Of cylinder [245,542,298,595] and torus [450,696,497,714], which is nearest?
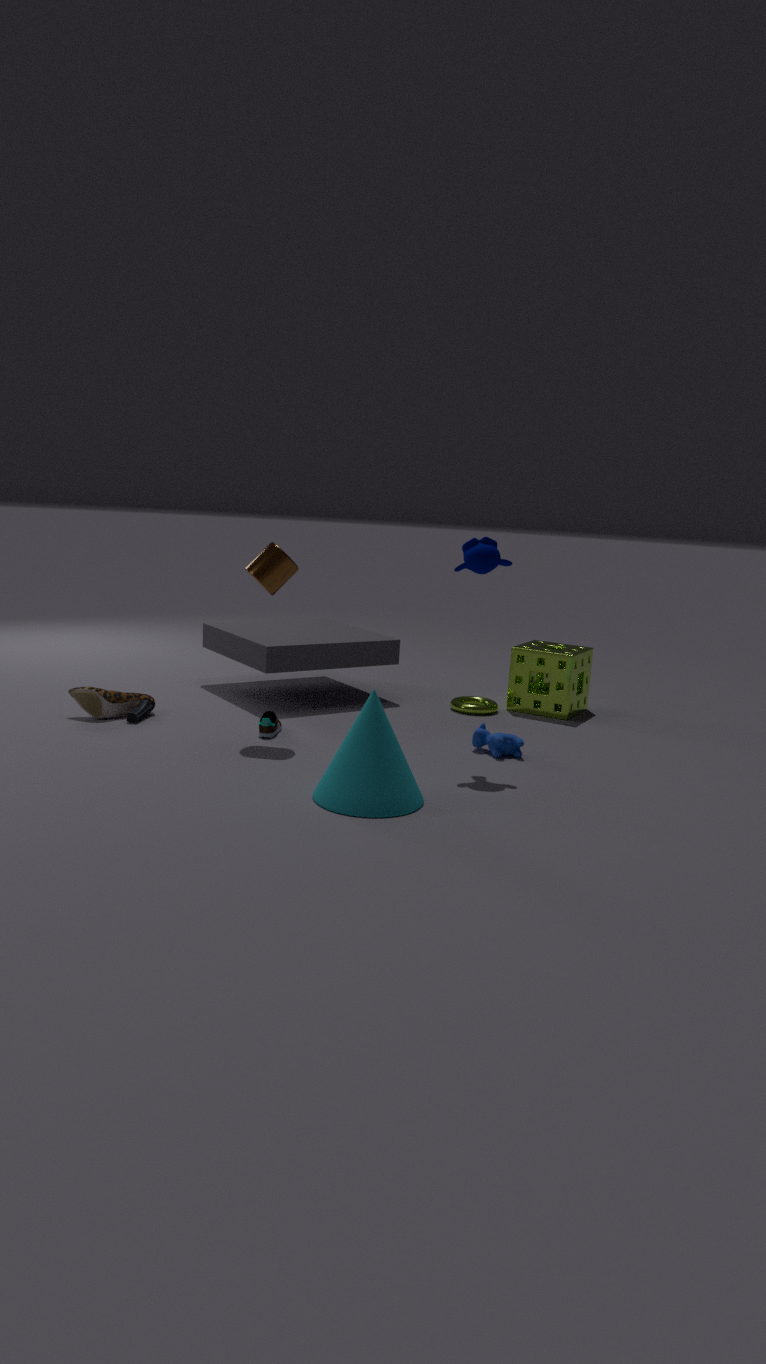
cylinder [245,542,298,595]
